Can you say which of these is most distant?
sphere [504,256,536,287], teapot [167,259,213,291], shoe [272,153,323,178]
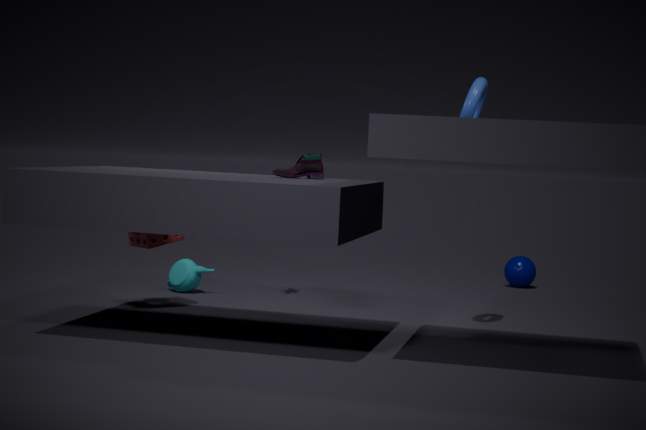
sphere [504,256,536,287]
